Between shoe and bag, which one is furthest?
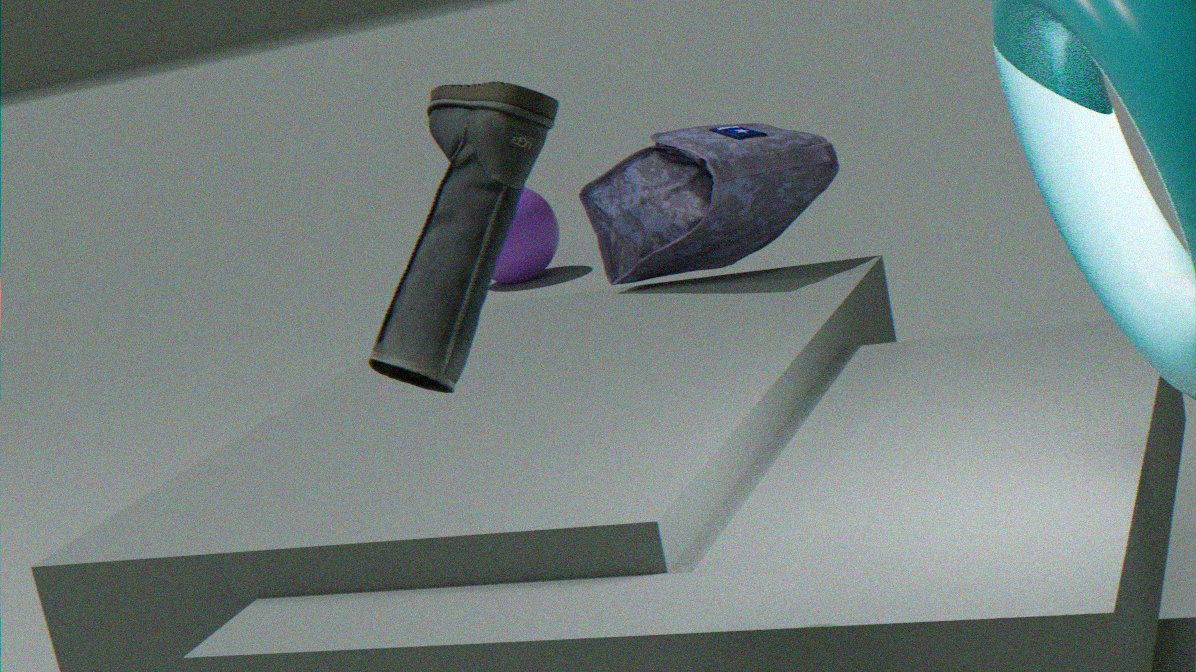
bag
